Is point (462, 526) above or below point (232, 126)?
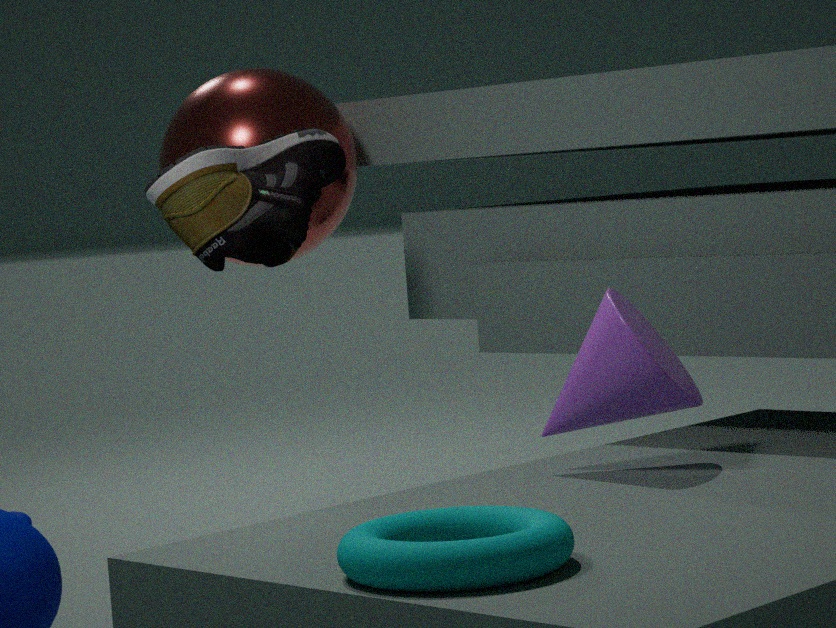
below
